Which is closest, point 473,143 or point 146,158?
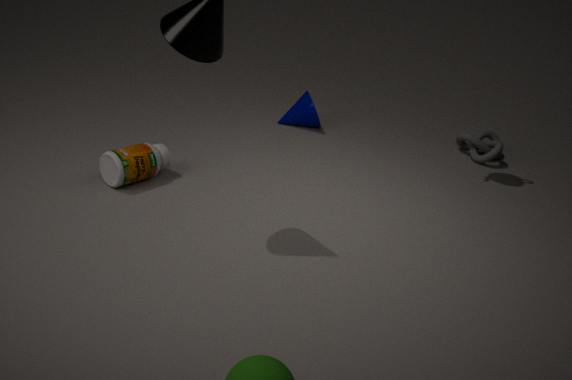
point 146,158
